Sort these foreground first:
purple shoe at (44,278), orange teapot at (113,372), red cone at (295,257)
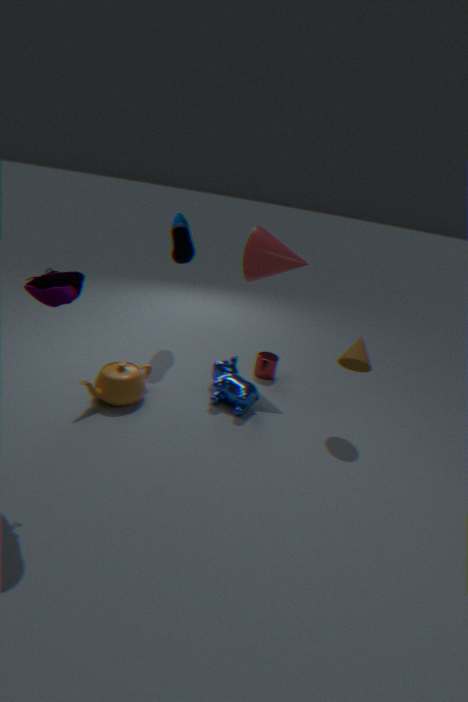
purple shoe at (44,278)
orange teapot at (113,372)
red cone at (295,257)
